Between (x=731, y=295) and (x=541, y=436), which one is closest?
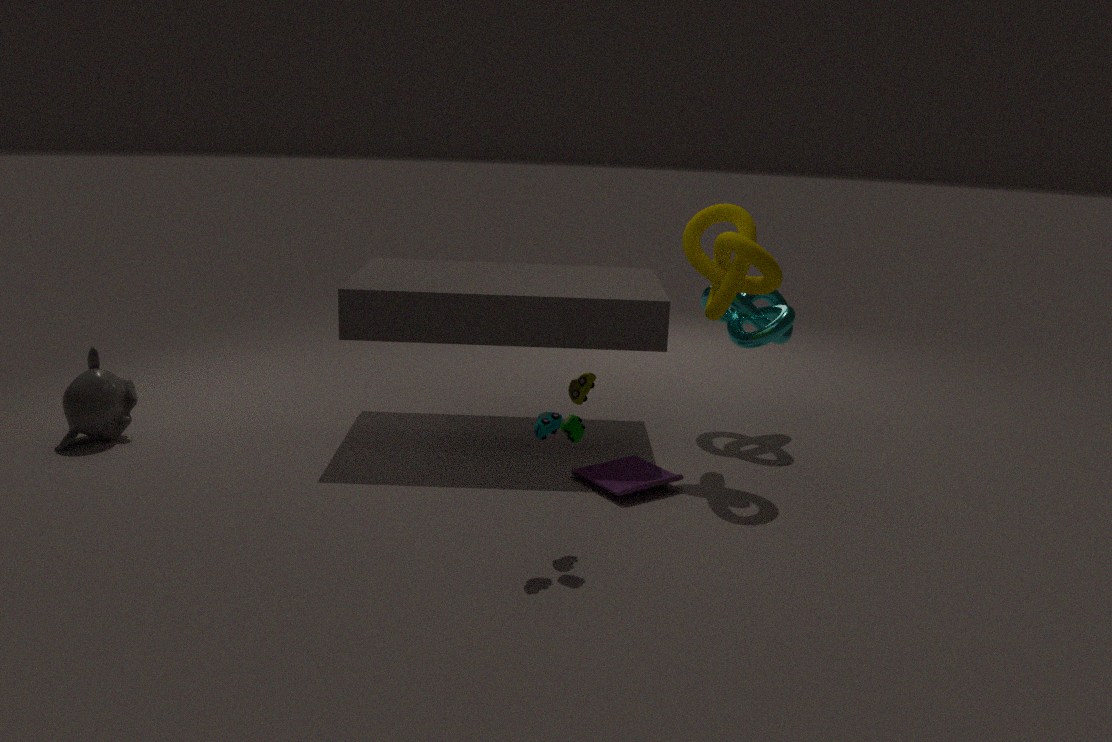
(x=541, y=436)
